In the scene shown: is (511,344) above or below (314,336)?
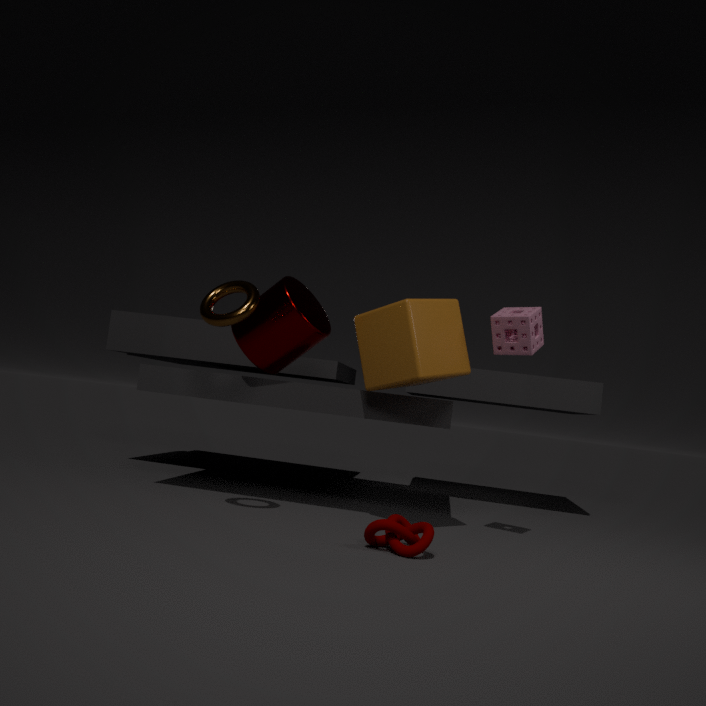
above
